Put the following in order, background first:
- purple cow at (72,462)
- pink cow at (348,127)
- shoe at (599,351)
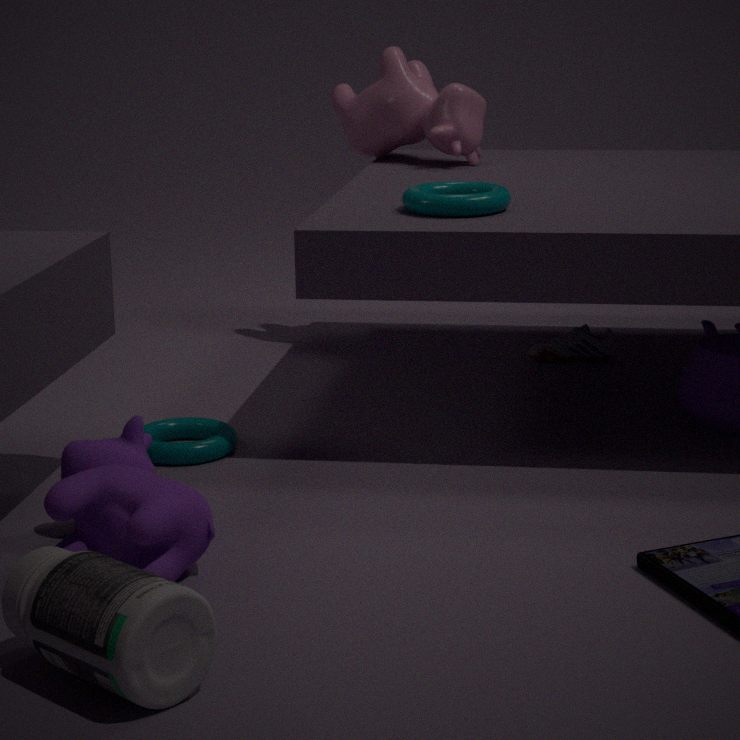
1. shoe at (599,351)
2. pink cow at (348,127)
3. purple cow at (72,462)
